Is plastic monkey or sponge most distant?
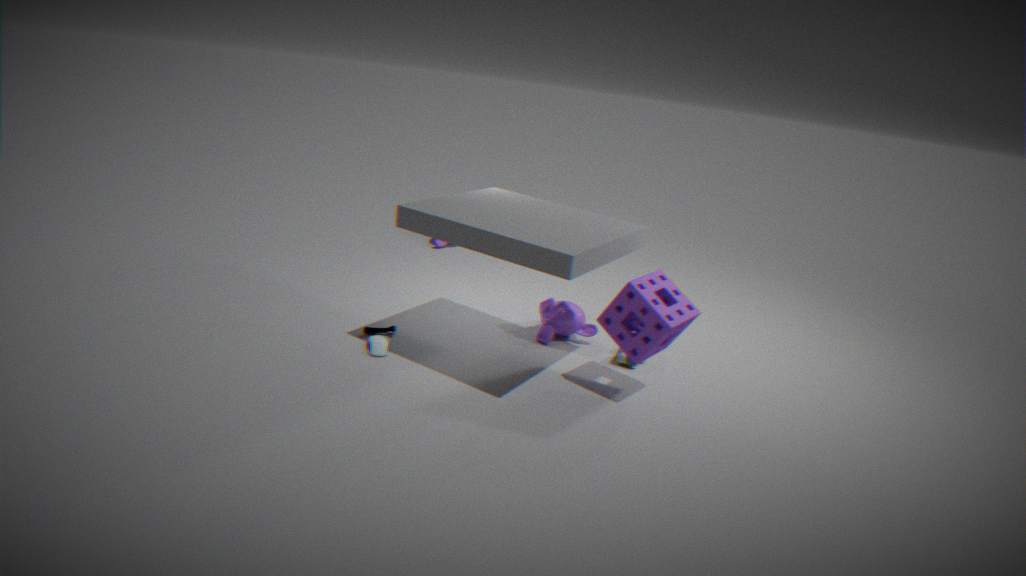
plastic monkey
